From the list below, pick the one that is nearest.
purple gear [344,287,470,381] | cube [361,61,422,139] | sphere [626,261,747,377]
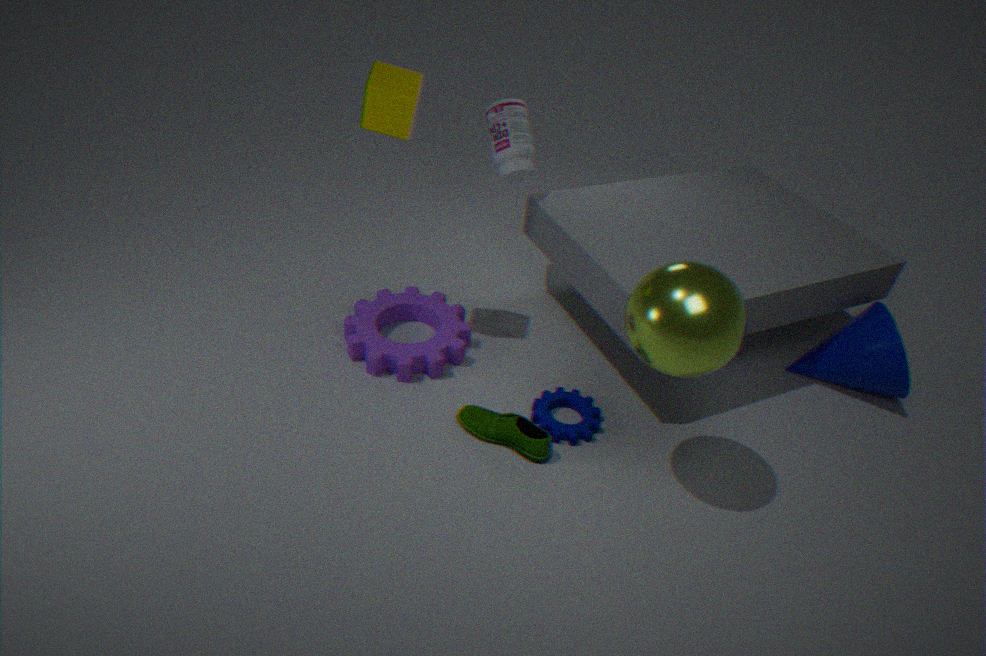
sphere [626,261,747,377]
